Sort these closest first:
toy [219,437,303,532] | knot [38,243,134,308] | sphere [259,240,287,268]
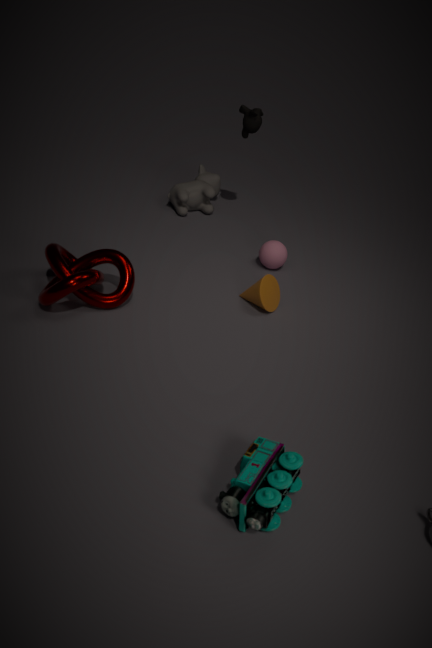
toy [219,437,303,532]
knot [38,243,134,308]
sphere [259,240,287,268]
